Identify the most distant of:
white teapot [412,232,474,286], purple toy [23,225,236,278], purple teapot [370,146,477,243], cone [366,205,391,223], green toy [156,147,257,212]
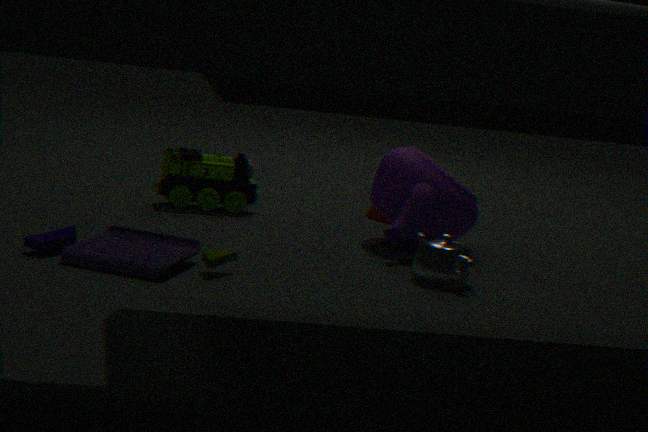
cone [366,205,391,223]
